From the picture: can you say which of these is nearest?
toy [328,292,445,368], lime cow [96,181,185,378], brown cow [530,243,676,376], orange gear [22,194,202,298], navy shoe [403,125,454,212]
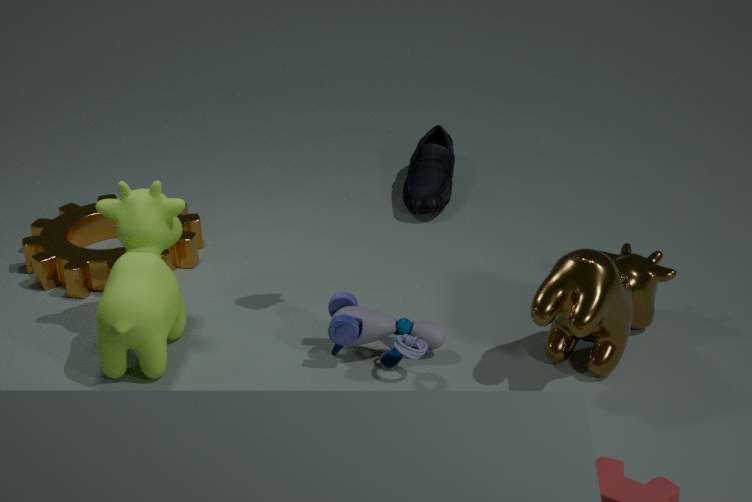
brown cow [530,243,676,376]
